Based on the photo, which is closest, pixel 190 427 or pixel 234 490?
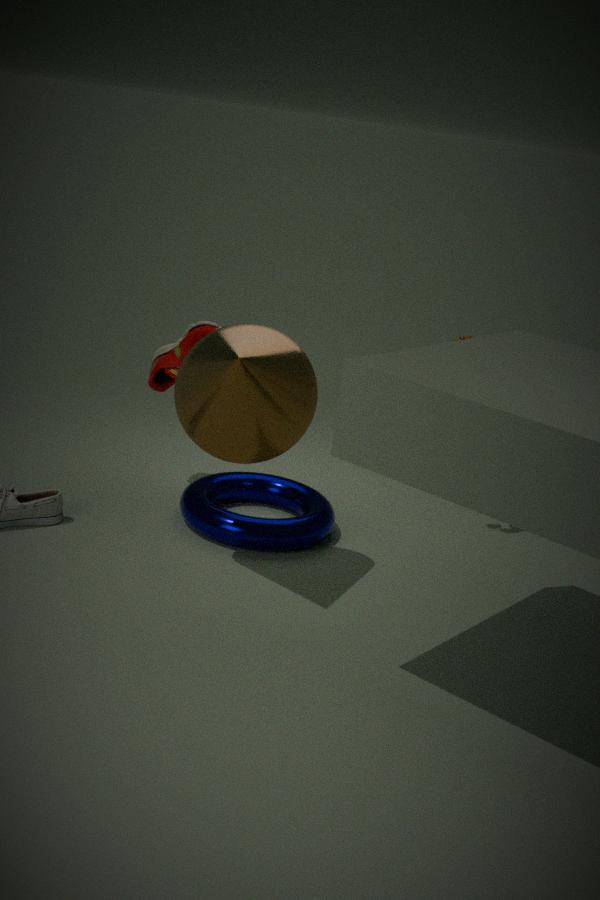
pixel 190 427
